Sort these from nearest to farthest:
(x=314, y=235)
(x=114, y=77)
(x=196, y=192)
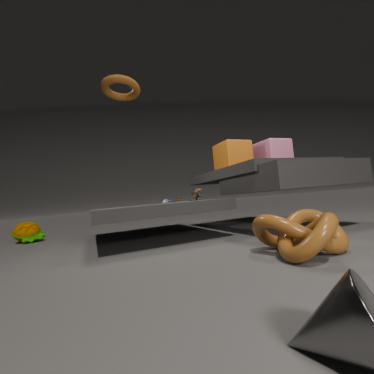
(x=314, y=235) → (x=114, y=77) → (x=196, y=192)
